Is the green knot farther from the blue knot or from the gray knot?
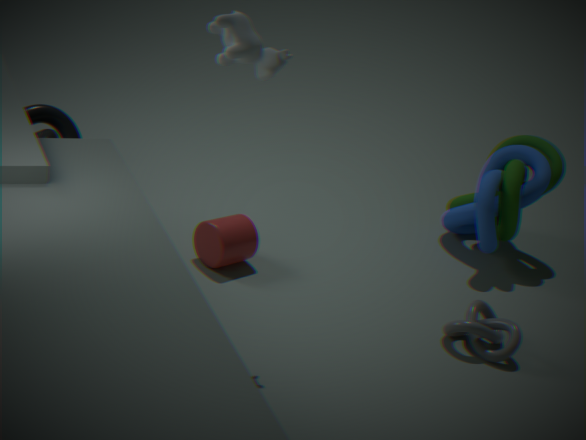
the gray knot
